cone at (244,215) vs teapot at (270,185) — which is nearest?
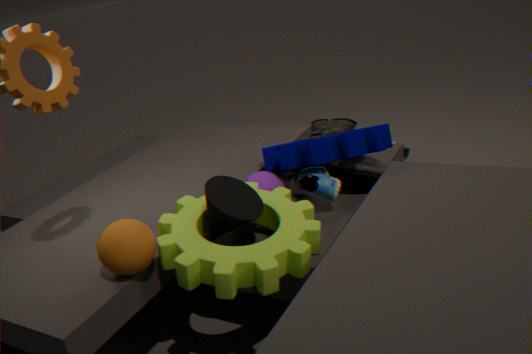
cone at (244,215)
